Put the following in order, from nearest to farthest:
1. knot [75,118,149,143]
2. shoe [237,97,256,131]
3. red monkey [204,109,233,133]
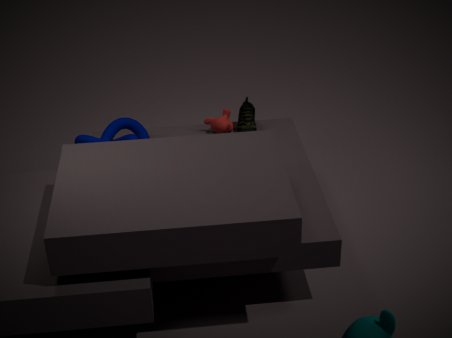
knot [75,118,149,143] < shoe [237,97,256,131] < red monkey [204,109,233,133]
